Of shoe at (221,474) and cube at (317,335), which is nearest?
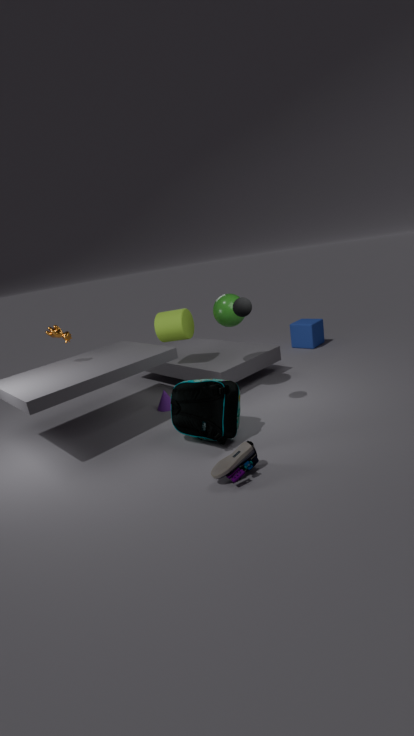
shoe at (221,474)
